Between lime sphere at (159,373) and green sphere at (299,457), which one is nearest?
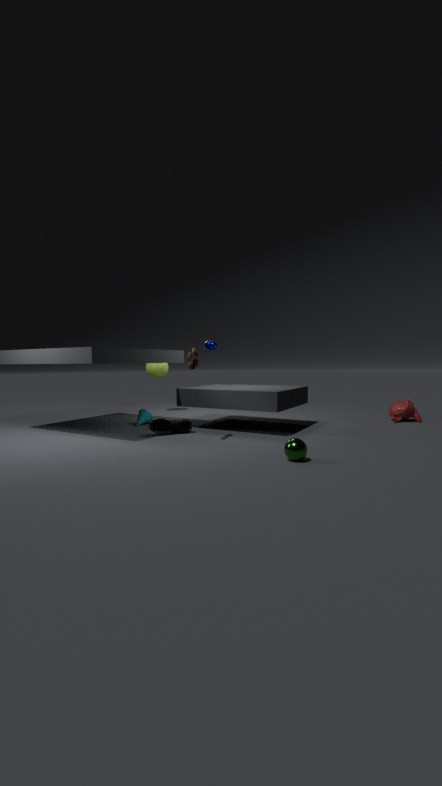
green sphere at (299,457)
